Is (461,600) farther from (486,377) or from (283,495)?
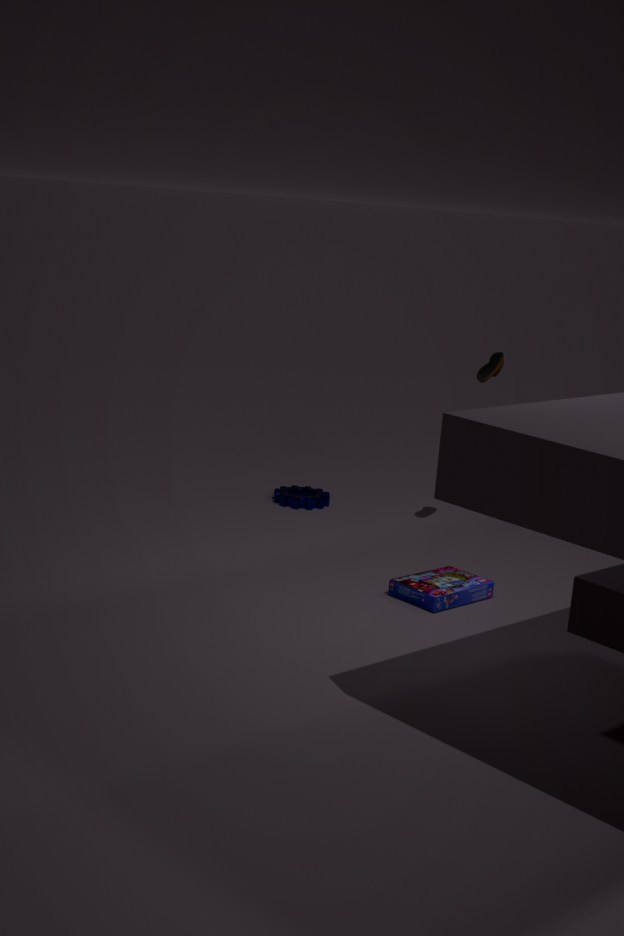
(283,495)
